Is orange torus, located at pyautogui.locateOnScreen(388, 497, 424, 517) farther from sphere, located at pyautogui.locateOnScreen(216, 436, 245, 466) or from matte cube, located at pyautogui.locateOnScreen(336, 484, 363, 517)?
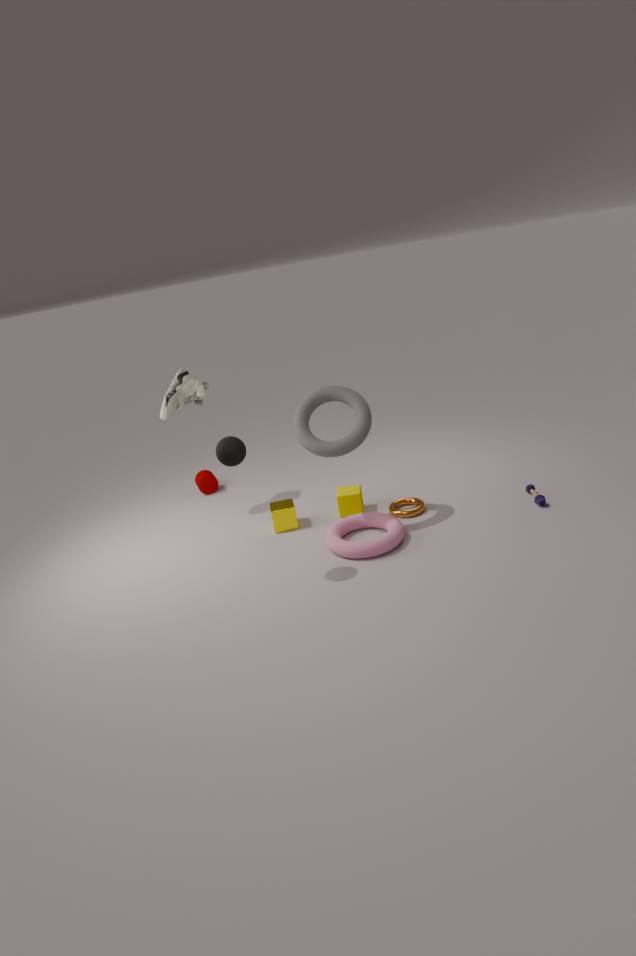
sphere, located at pyautogui.locateOnScreen(216, 436, 245, 466)
